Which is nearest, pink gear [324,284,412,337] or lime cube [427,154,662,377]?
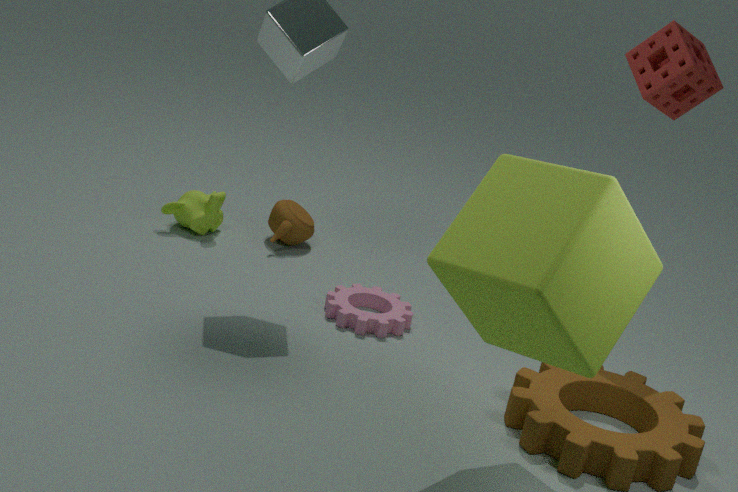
lime cube [427,154,662,377]
